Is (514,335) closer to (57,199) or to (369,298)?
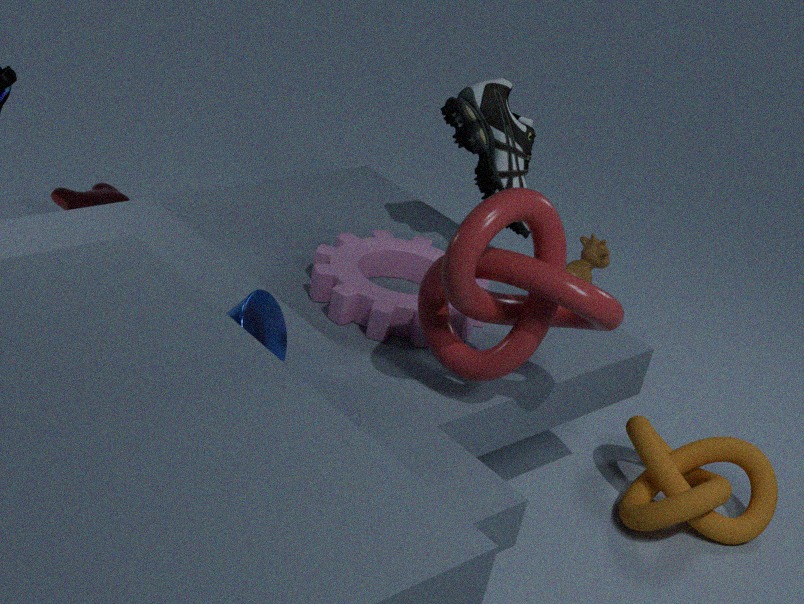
(369,298)
